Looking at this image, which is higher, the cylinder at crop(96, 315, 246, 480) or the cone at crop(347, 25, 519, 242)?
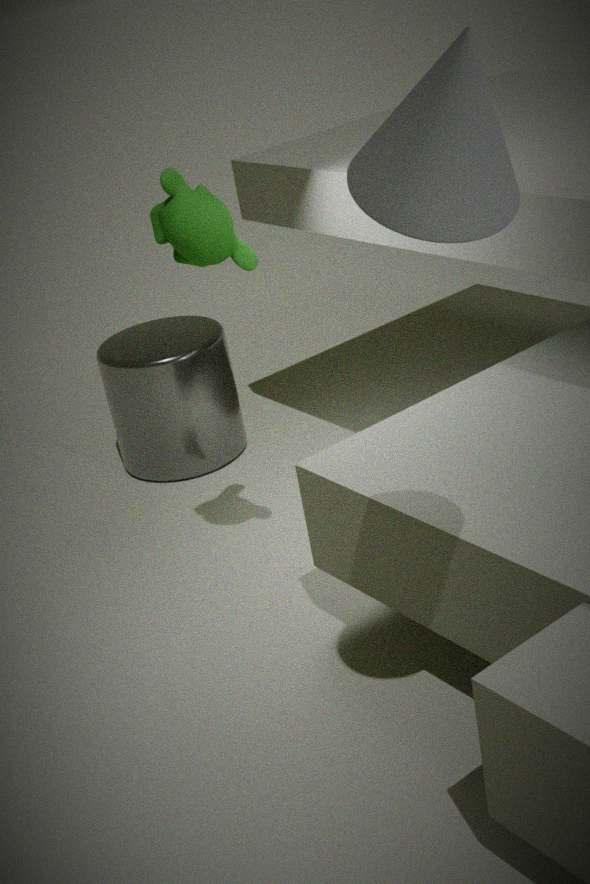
the cone at crop(347, 25, 519, 242)
